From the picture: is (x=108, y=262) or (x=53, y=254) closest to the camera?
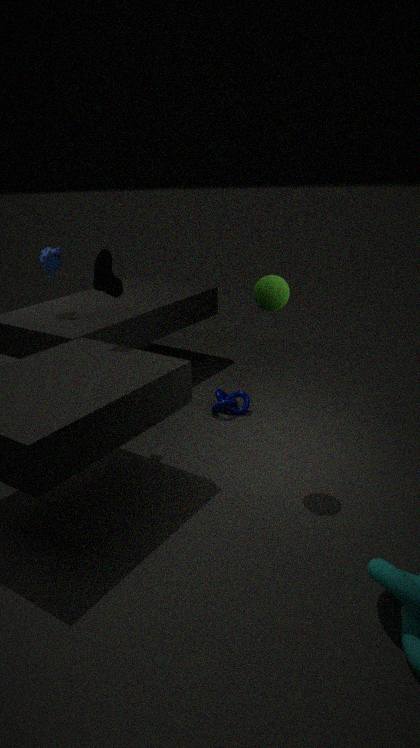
(x=108, y=262)
